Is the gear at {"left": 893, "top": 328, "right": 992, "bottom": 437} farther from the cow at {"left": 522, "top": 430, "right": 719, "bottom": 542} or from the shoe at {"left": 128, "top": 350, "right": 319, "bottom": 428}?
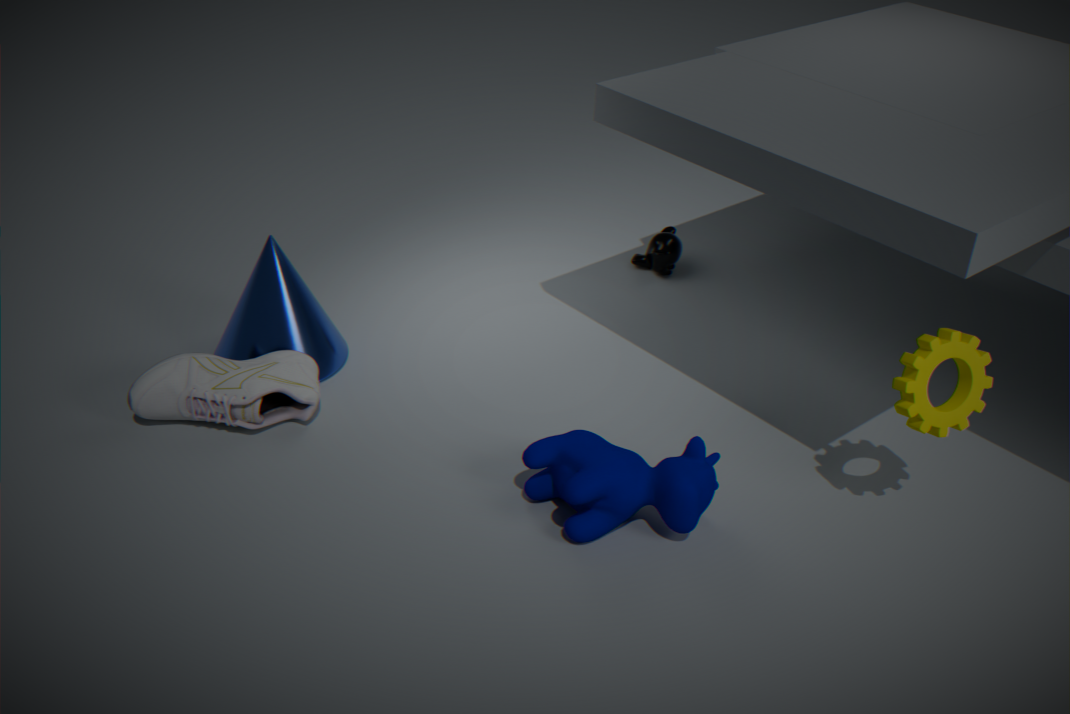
the shoe at {"left": 128, "top": 350, "right": 319, "bottom": 428}
